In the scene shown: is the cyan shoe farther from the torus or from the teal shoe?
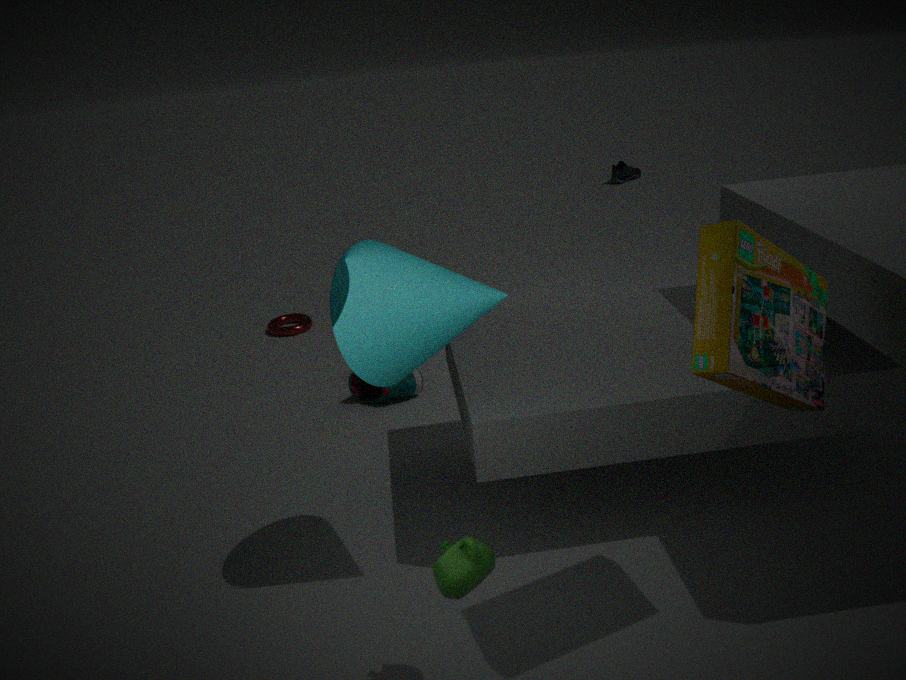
the teal shoe
